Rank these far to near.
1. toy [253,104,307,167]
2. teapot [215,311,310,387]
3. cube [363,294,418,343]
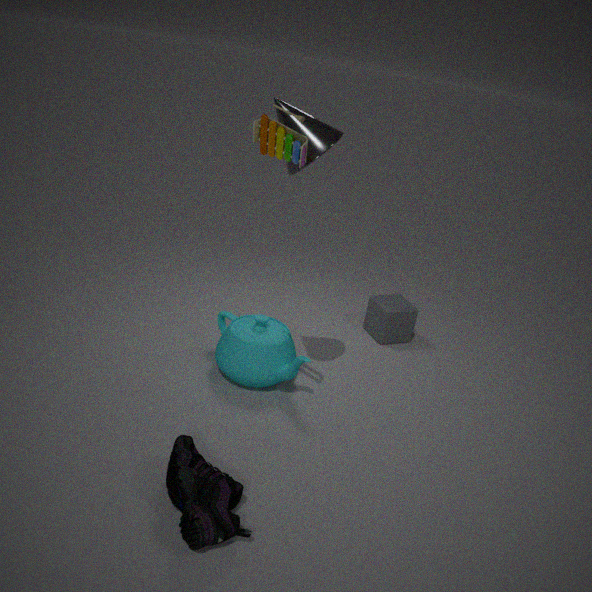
cube [363,294,418,343] → teapot [215,311,310,387] → toy [253,104,307,167]
